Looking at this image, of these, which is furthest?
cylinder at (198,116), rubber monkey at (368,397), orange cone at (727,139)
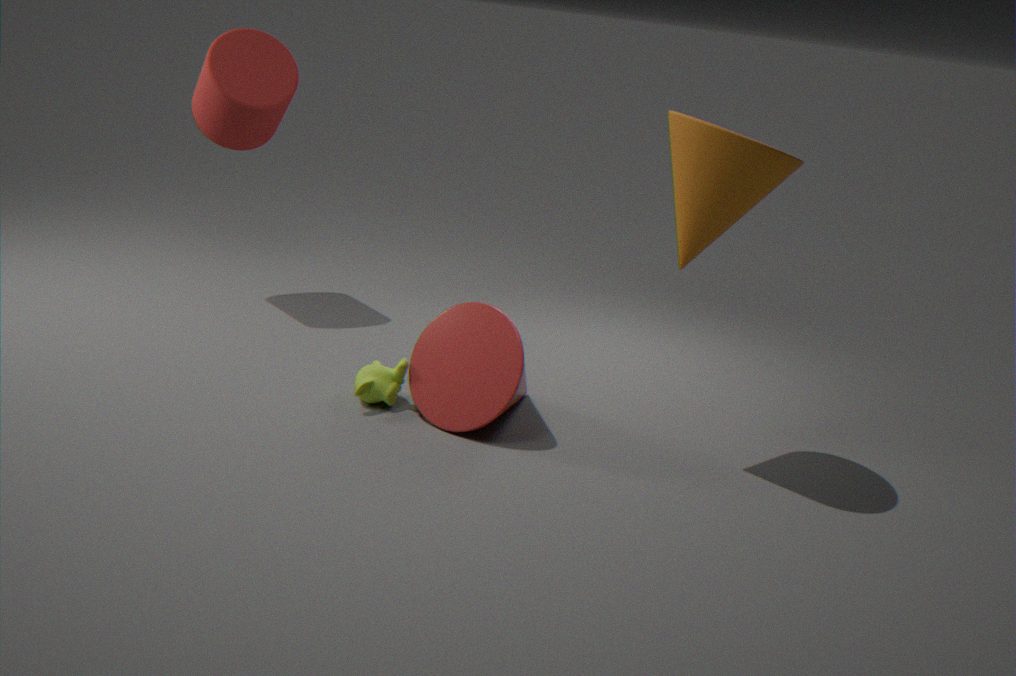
cylinder at (198,116)
